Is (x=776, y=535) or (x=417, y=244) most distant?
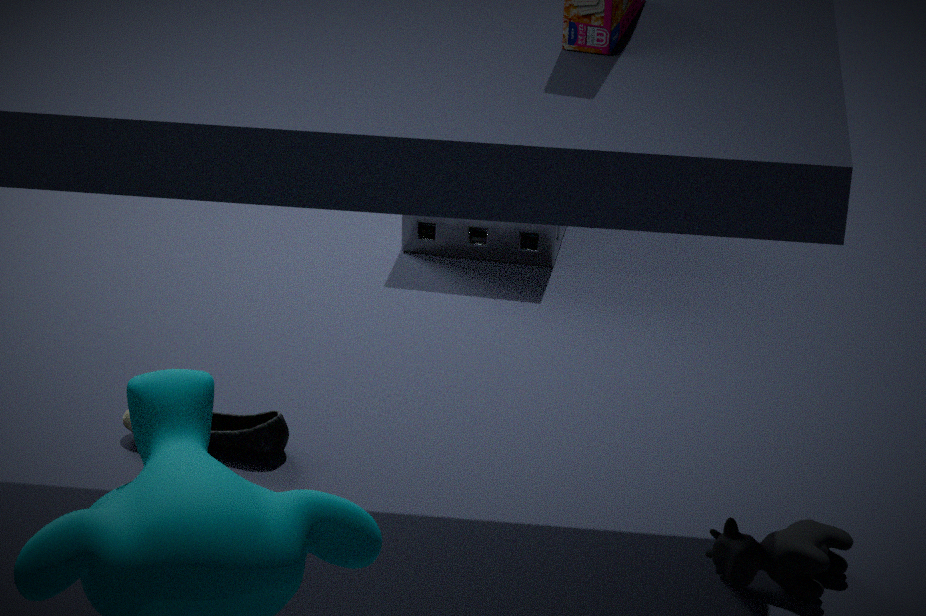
(x=417, y=244)
